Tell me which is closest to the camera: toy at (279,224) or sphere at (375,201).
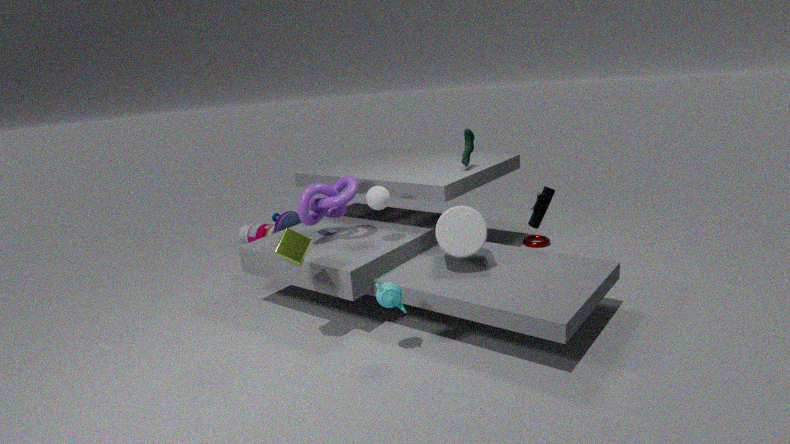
sphere at (375,201)
